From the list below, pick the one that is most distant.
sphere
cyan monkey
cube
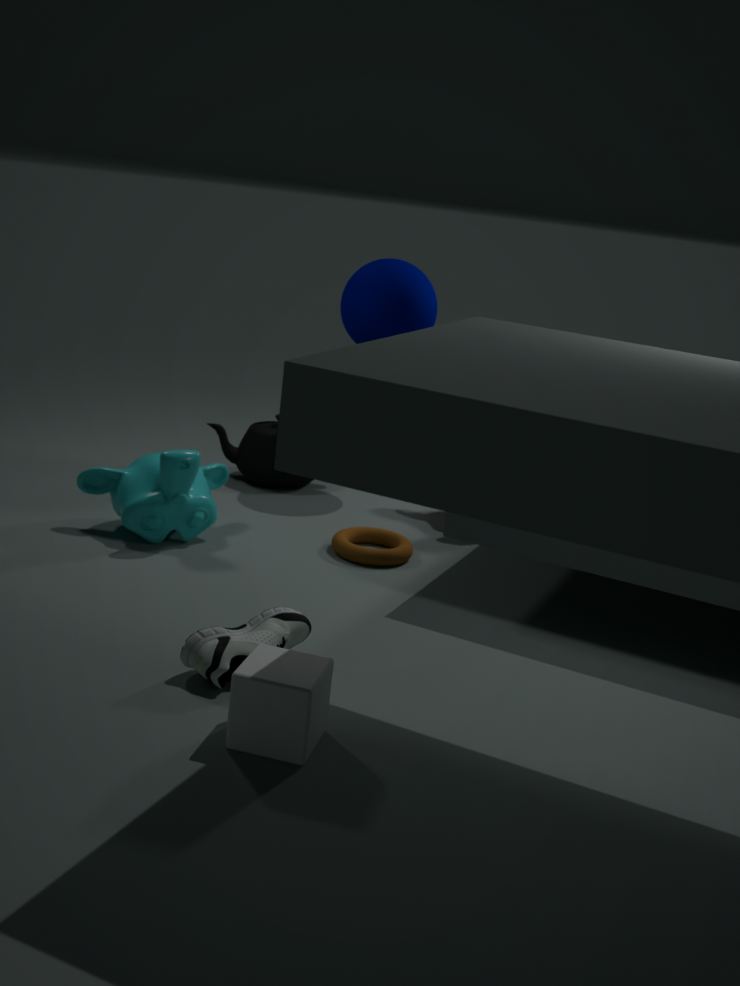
sphere
